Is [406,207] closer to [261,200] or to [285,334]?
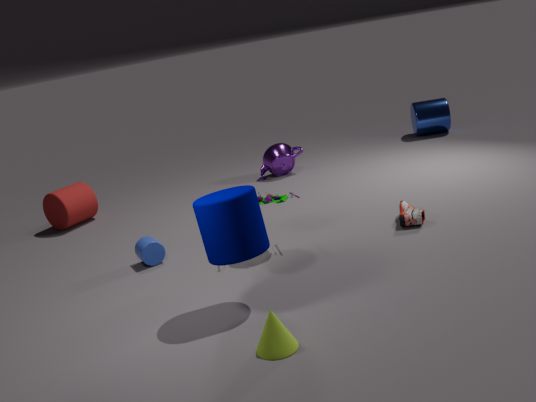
[261,200]
